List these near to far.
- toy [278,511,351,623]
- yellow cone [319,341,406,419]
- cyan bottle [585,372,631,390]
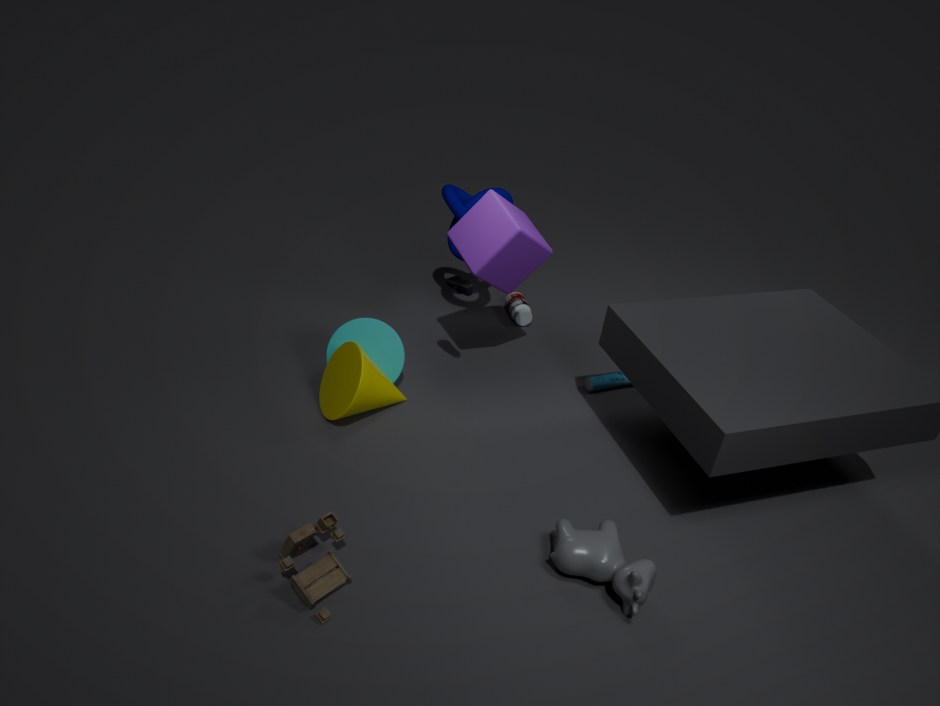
toy [278,511,351,623], yellow cone [319,341,406,419], cyan bottle [585,372,631,390]
